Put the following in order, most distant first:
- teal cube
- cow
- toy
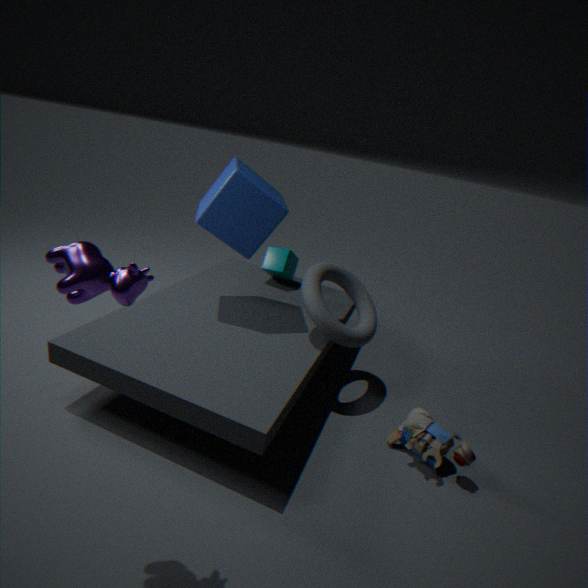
teal cube < toy < cow
